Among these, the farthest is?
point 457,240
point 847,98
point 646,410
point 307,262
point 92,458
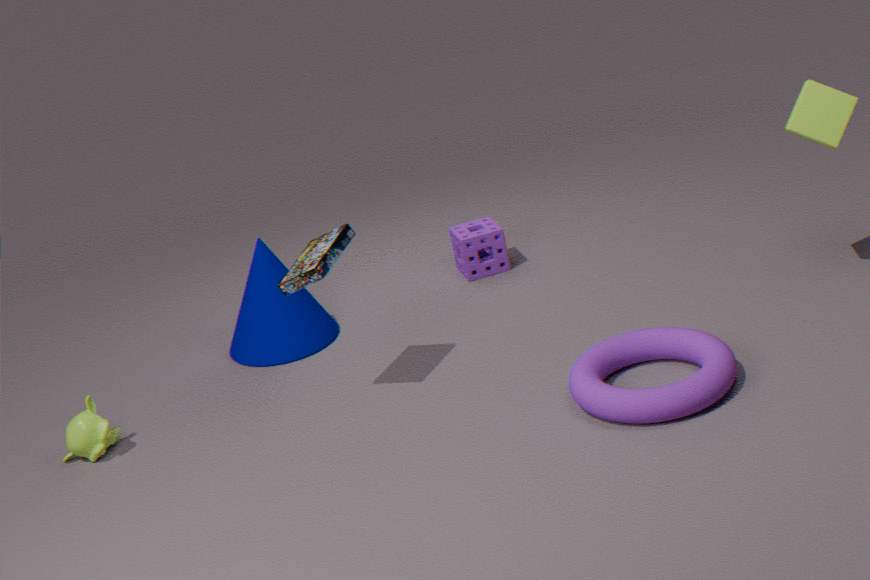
point 457,240
